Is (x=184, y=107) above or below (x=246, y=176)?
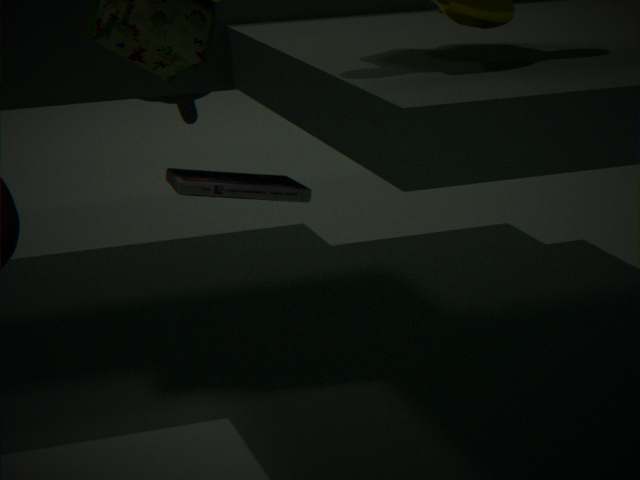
above
